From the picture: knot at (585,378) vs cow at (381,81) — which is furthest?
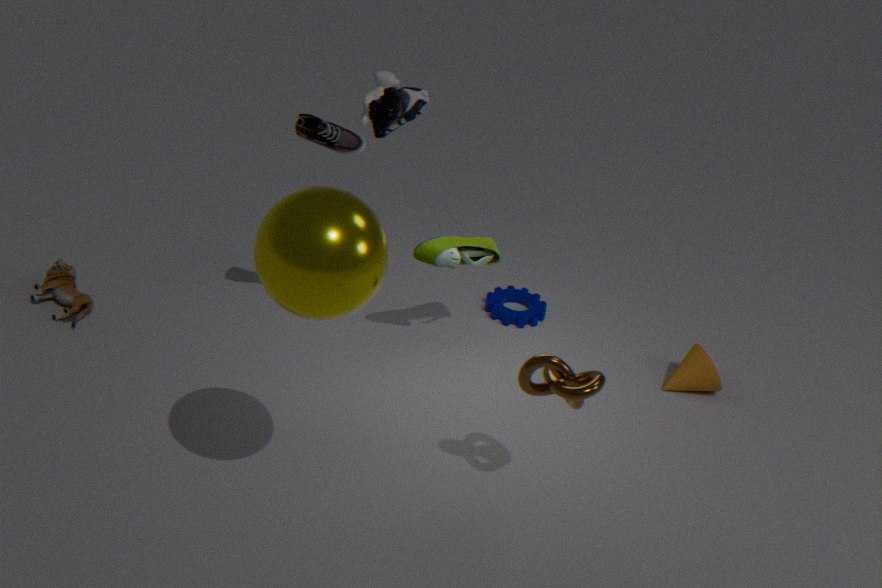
cow at (381,81)
